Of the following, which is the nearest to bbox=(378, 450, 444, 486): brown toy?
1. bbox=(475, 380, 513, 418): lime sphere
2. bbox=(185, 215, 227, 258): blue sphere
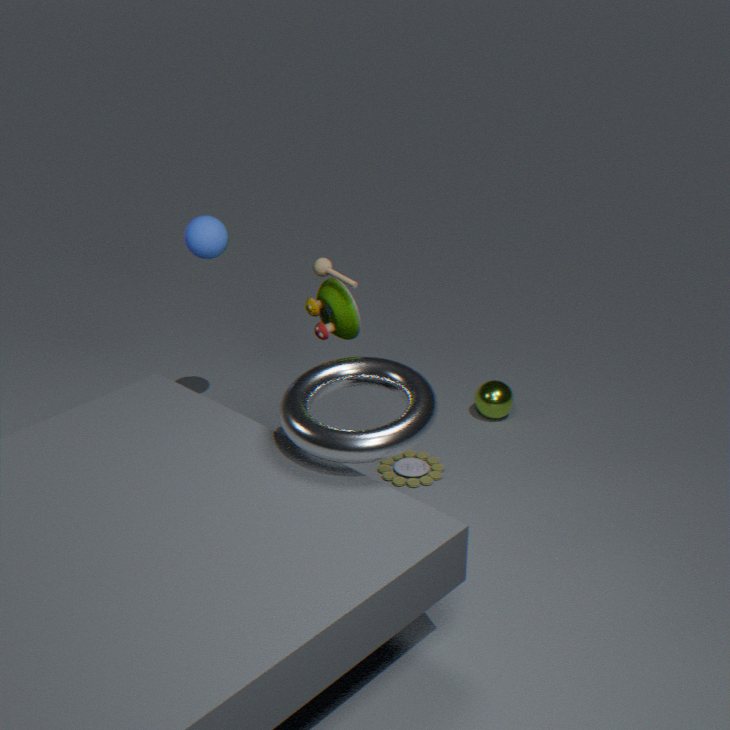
bbox=(475, 380, 513, 418): lime sphere
